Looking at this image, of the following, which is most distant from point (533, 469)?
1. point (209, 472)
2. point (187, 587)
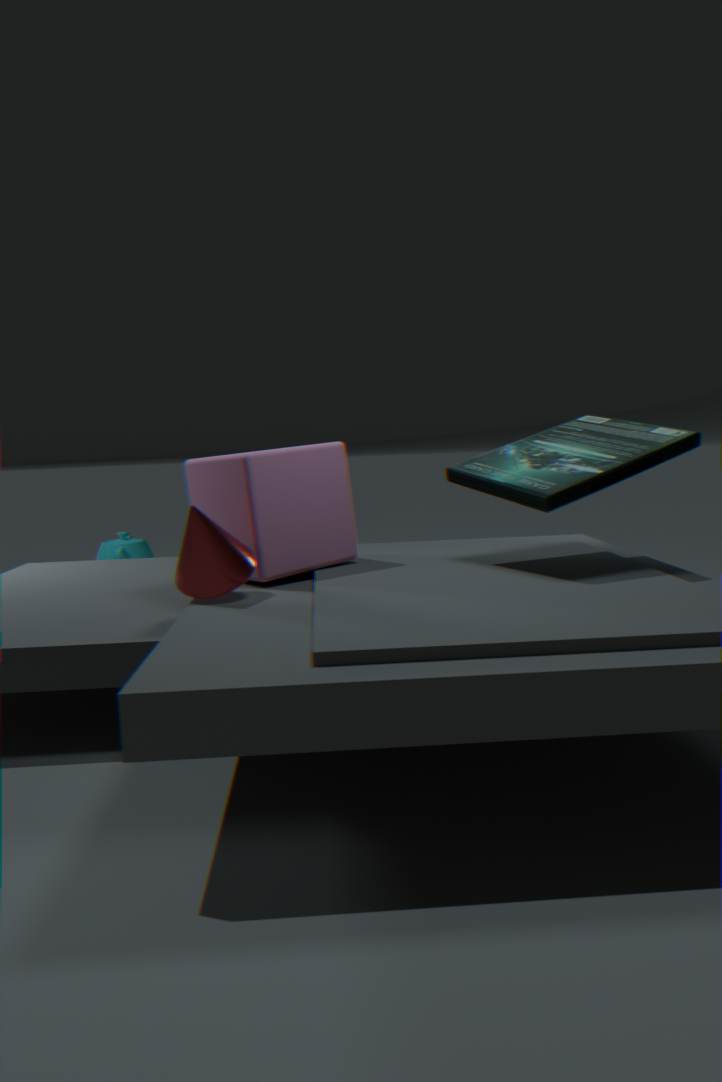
point (187, 587)
